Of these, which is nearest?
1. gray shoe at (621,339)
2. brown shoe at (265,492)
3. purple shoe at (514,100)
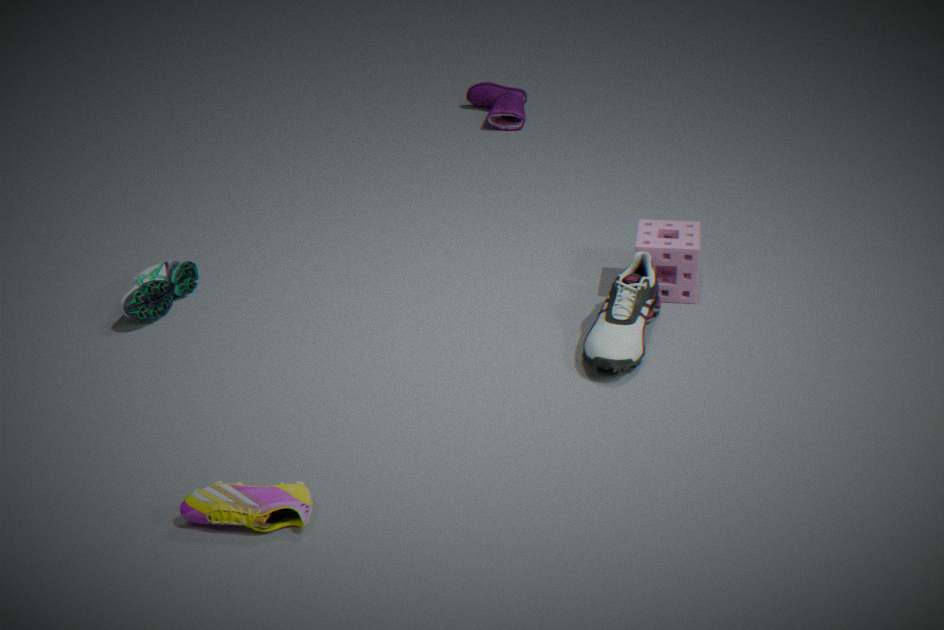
brown shoe at (265,492)
